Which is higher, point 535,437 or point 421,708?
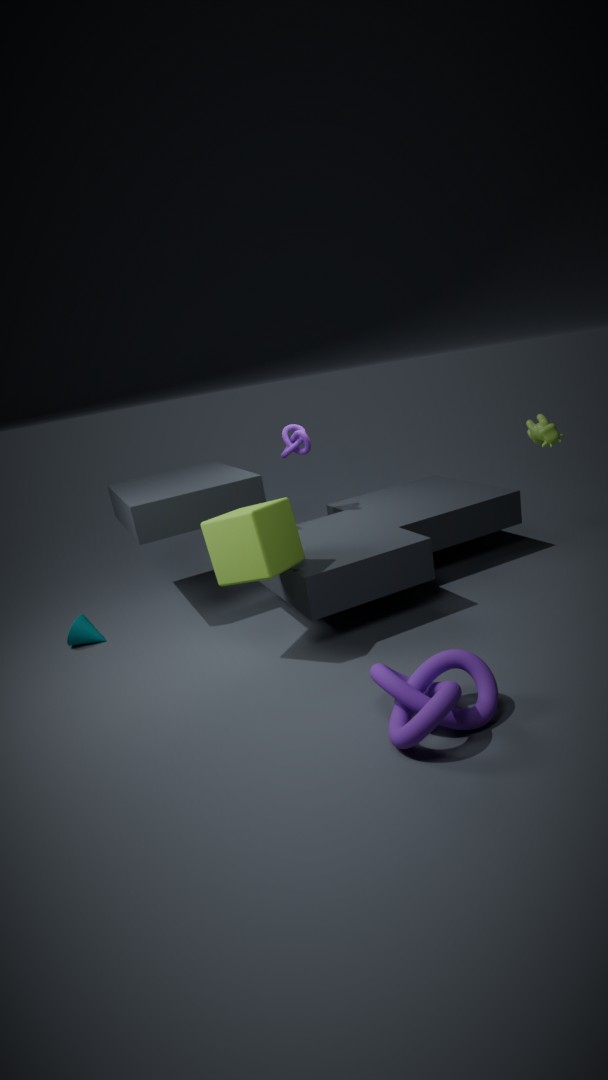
point 535,437
